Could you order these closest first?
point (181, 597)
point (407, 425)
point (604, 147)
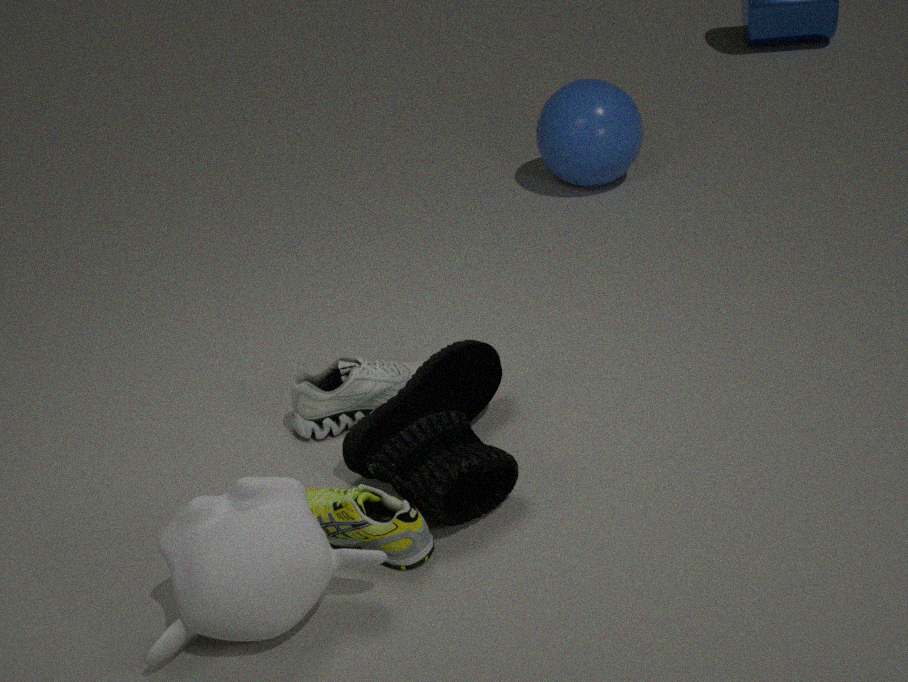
point (181, 597)
point (407, 425)
point (604, 147)
